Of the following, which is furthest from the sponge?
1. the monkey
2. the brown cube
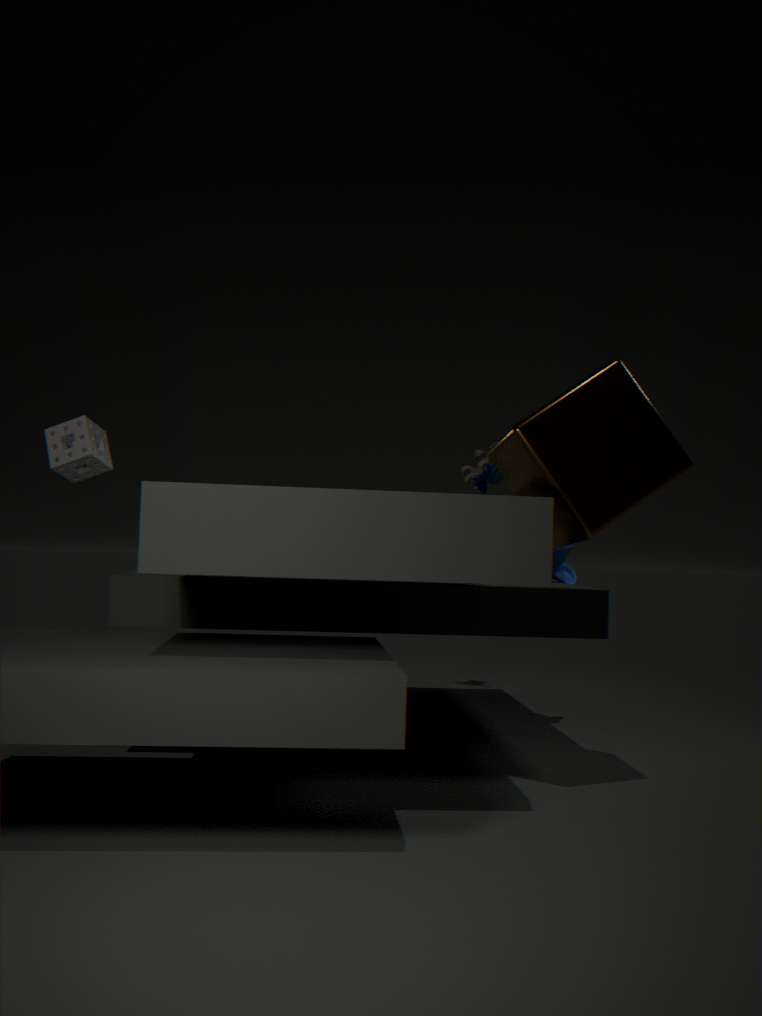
the brown cube
